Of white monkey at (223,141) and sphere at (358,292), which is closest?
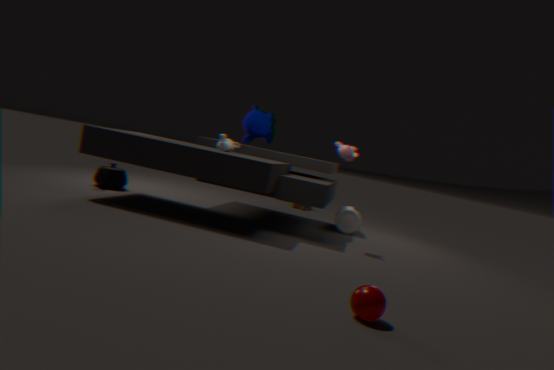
sphere at (358,292)
